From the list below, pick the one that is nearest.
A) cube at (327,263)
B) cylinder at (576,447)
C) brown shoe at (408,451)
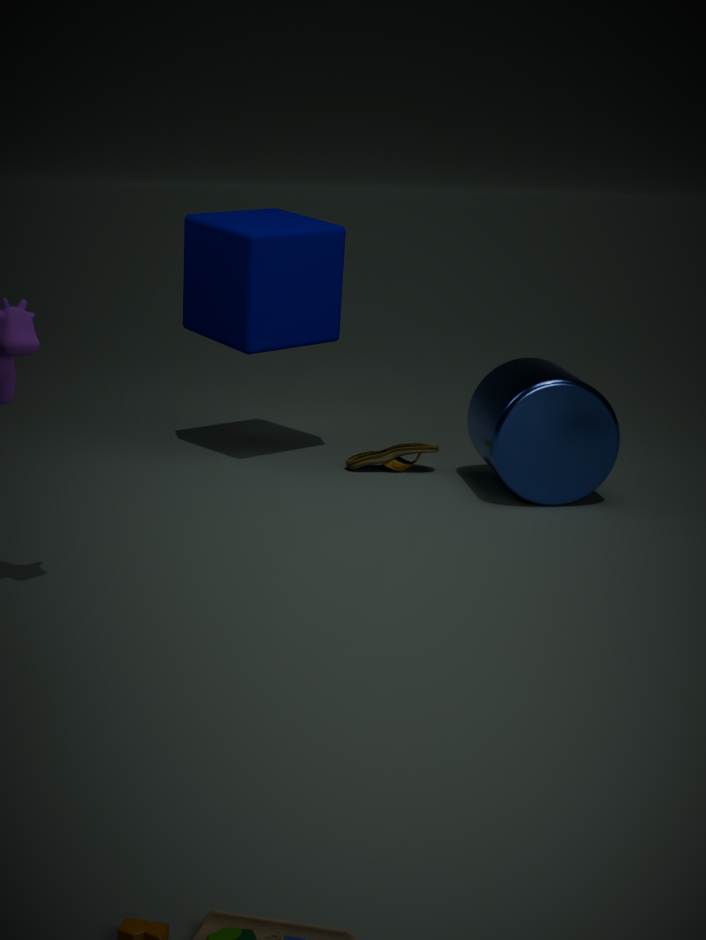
cylinder at (576,447)
